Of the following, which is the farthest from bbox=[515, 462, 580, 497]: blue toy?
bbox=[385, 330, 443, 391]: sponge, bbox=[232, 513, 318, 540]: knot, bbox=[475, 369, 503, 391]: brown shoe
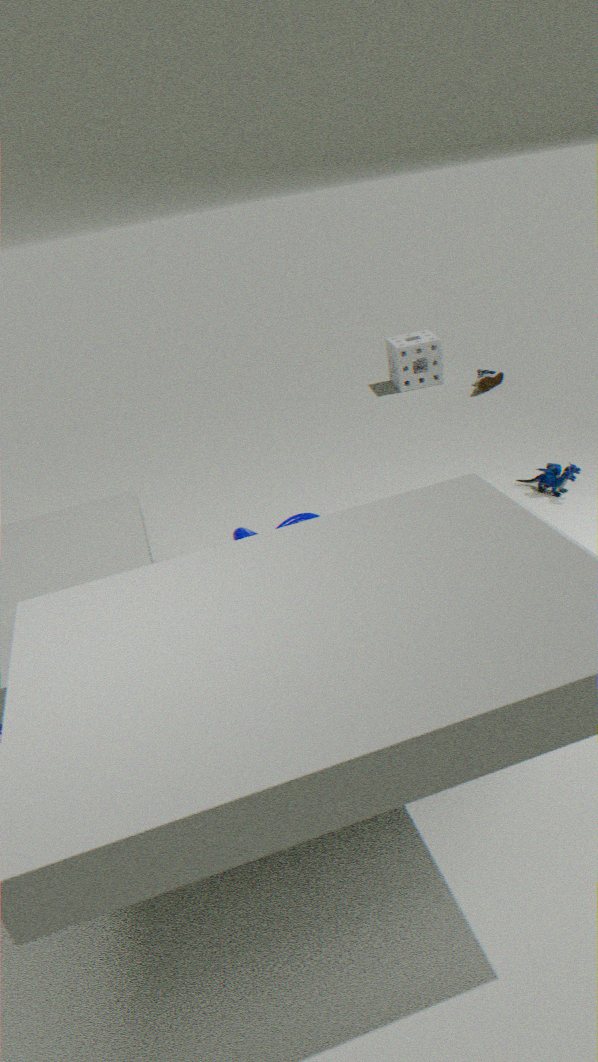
bbox=[385, 330, 443, 391]: sponge
